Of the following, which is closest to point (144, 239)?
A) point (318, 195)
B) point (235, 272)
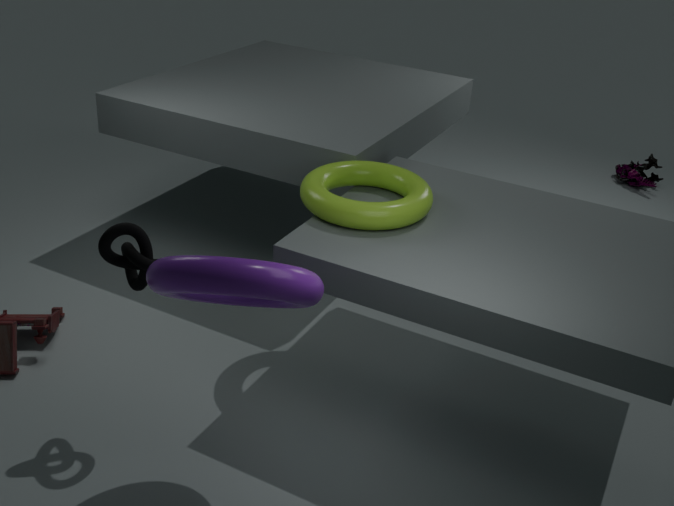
point (235, 272)
